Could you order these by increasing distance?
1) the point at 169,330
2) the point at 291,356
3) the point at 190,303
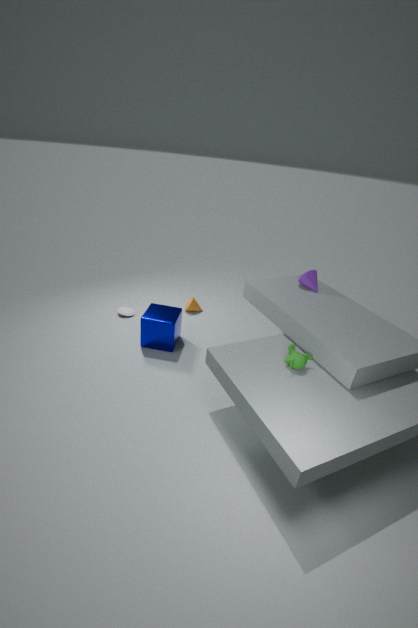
2. the point at 291,356, 1. the point at 169,330, 3. the point at 190,303
